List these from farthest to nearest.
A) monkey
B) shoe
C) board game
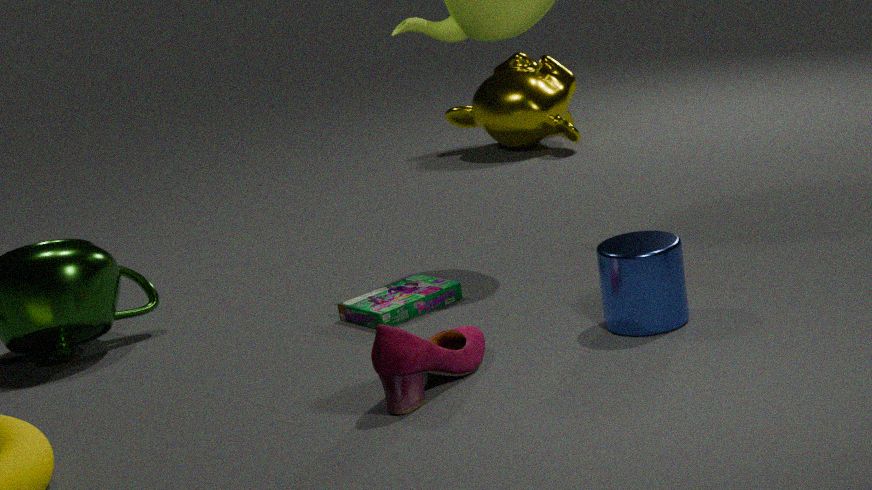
monkey < board game < shoe
